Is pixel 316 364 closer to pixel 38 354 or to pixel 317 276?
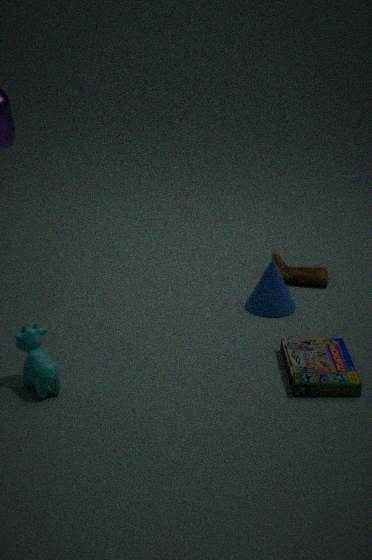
pixel 317 276
